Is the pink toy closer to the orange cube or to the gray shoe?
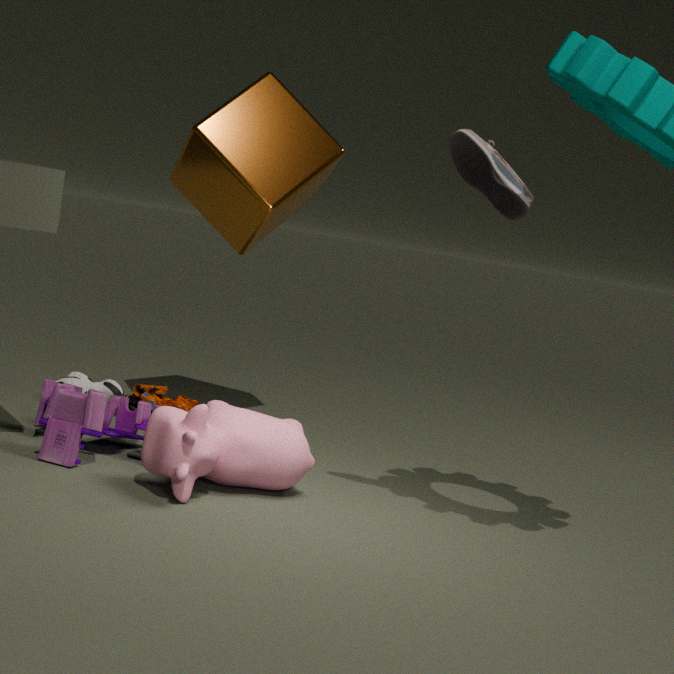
A: the gray shoe
